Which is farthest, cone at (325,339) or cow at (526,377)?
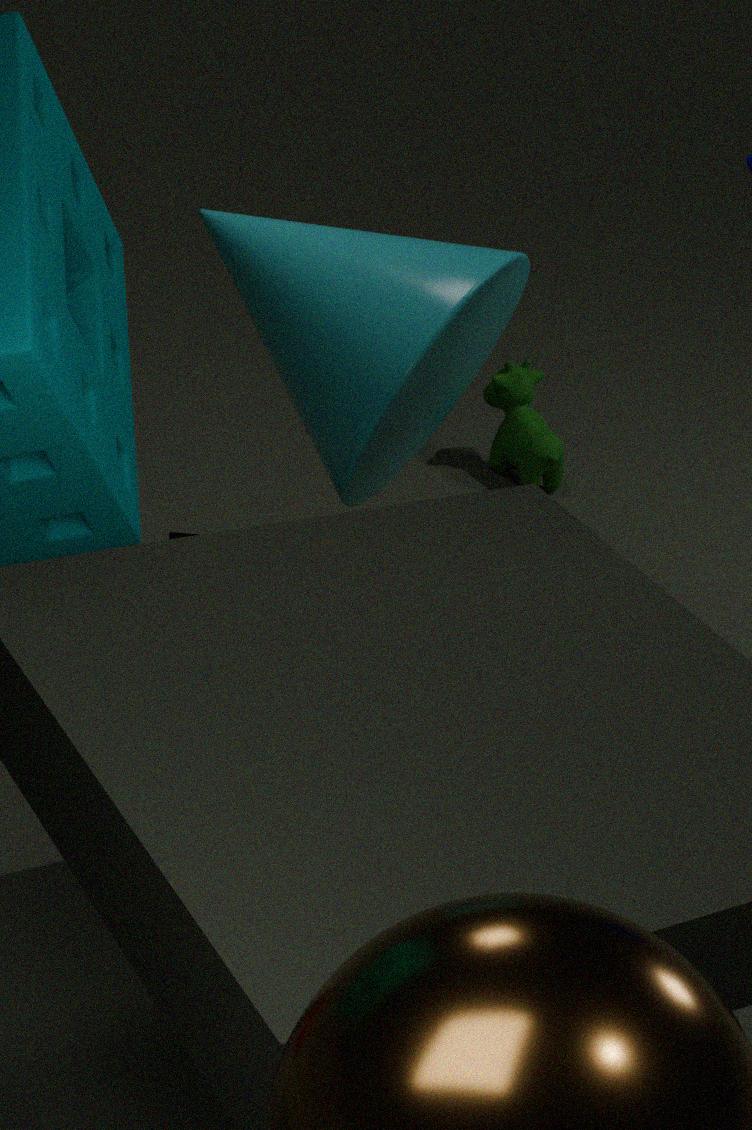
cow at (526,377)
